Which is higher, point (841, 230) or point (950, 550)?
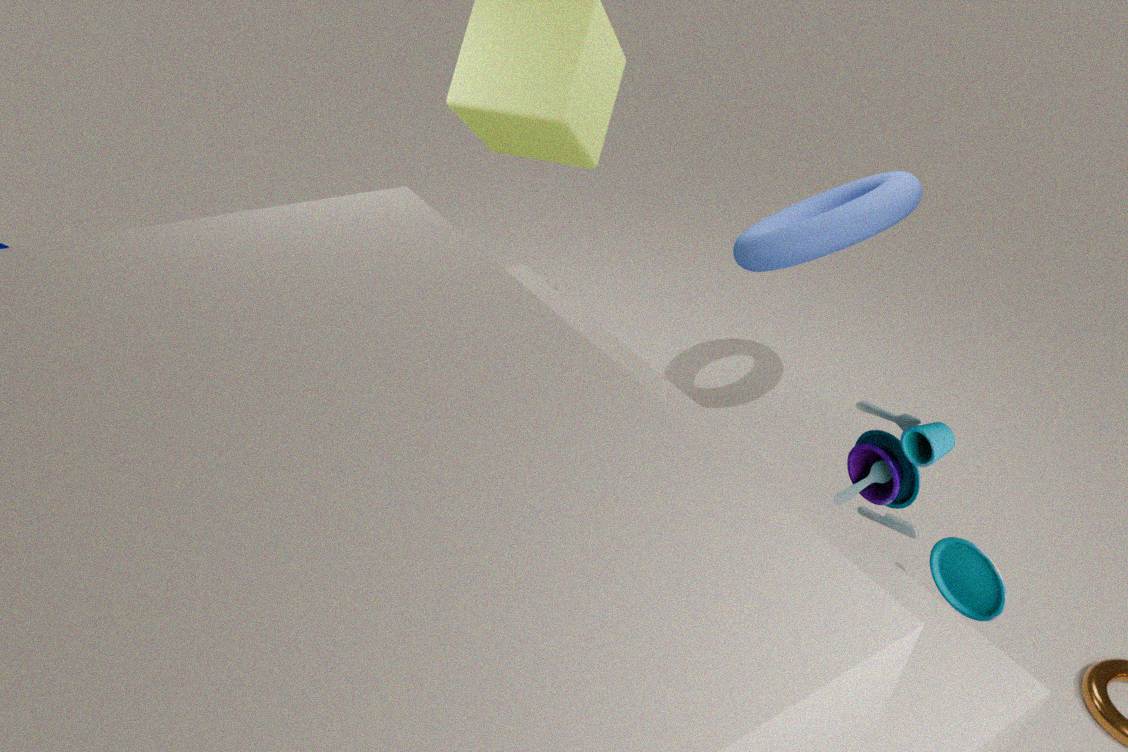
point (841, 230)
